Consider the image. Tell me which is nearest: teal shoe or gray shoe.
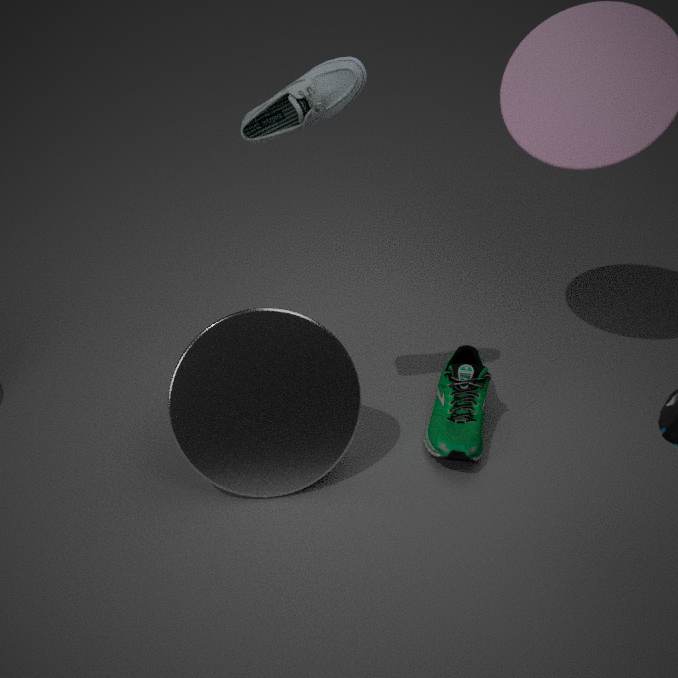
gray shoe
